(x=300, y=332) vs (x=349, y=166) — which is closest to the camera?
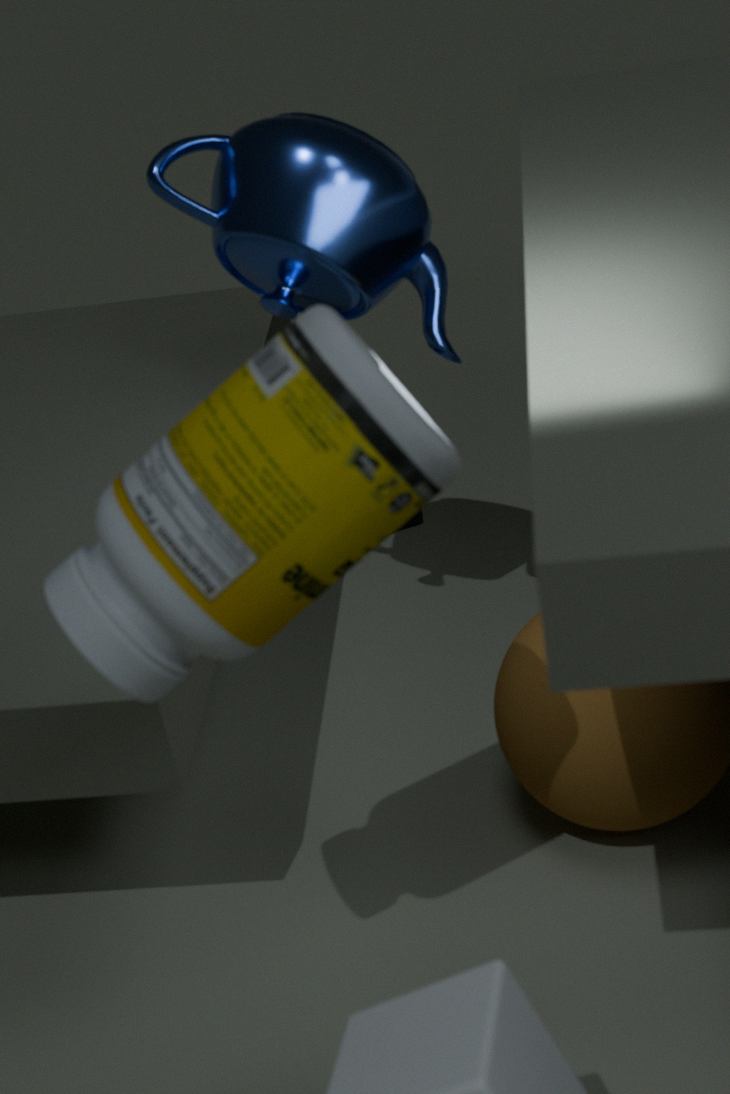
(x=300, y=332)
